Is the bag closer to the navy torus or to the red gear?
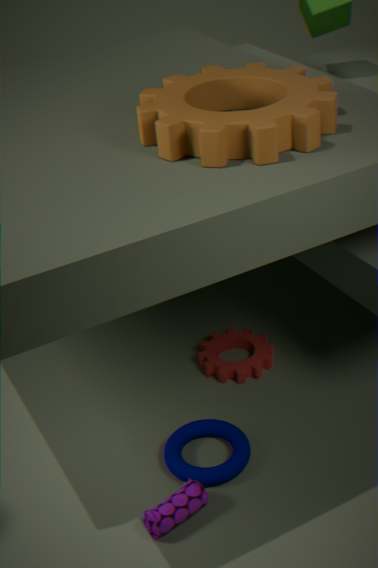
the navy torus
